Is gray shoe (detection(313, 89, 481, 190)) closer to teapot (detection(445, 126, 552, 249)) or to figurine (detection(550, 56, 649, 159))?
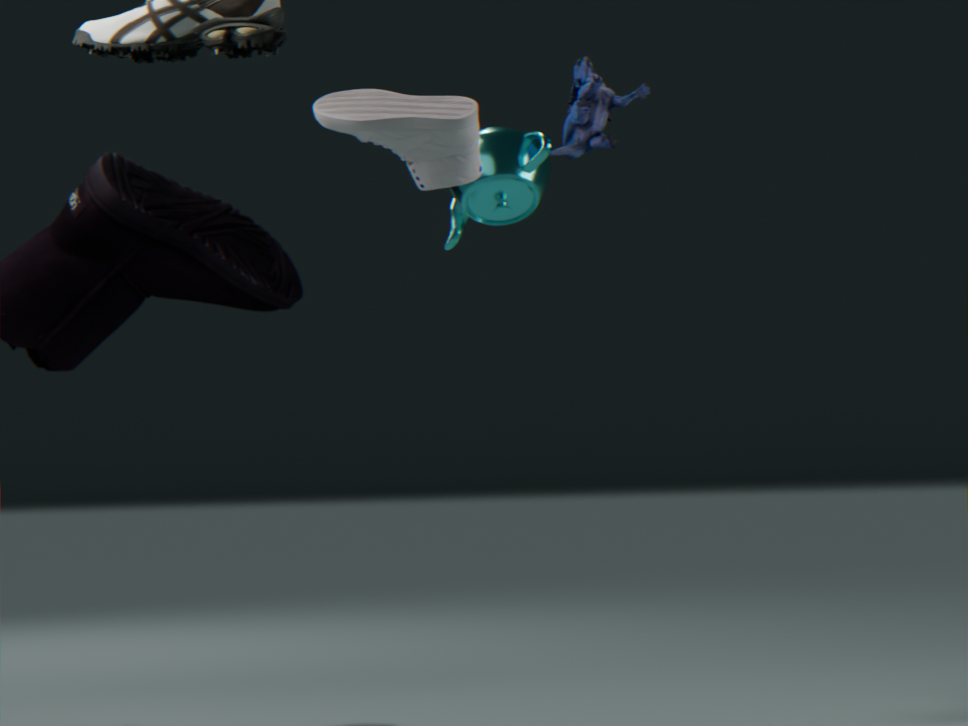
teapot (detection(445, 126, 552, 249))
